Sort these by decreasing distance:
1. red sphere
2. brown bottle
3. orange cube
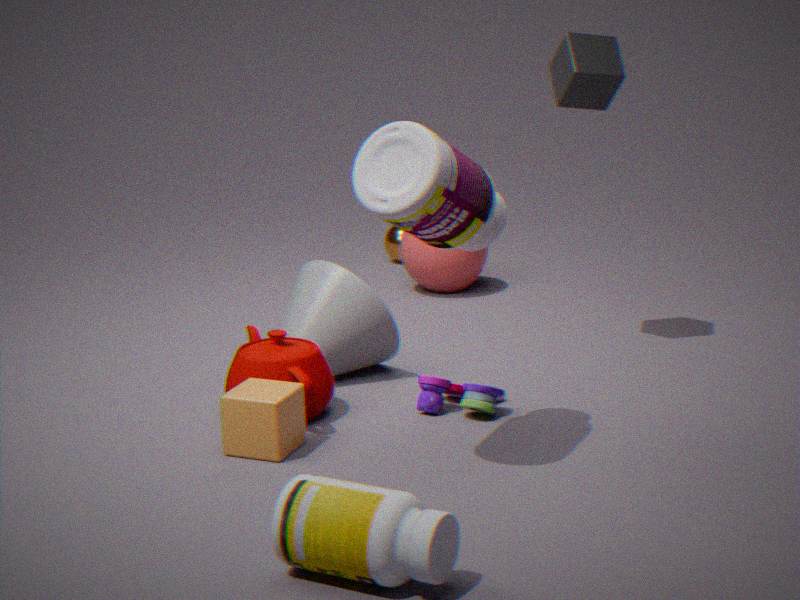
red sphere < orange cube < brown bottle
